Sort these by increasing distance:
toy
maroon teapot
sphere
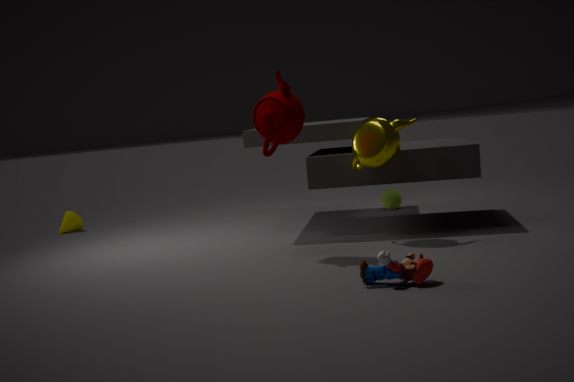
toy, maroon teapot, sphere
